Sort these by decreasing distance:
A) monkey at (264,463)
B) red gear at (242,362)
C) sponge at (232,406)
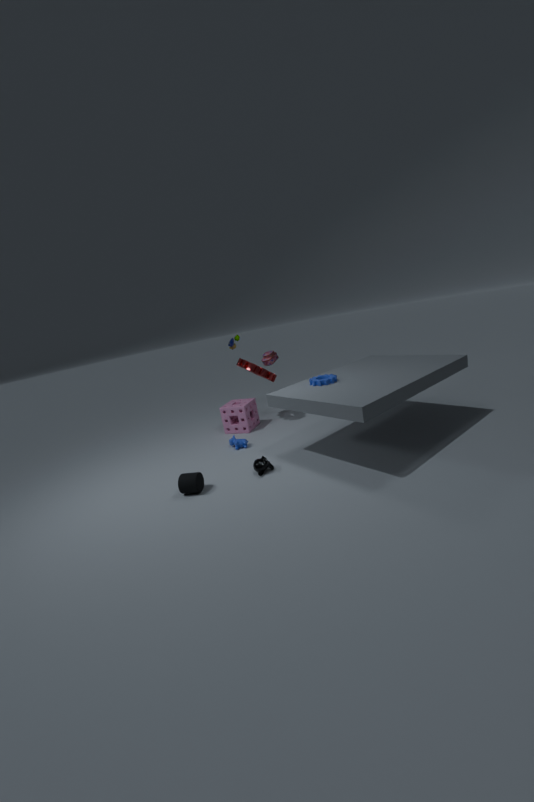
sponge at (232,406) < red gear at (242,362) < monkey at (264,463)
